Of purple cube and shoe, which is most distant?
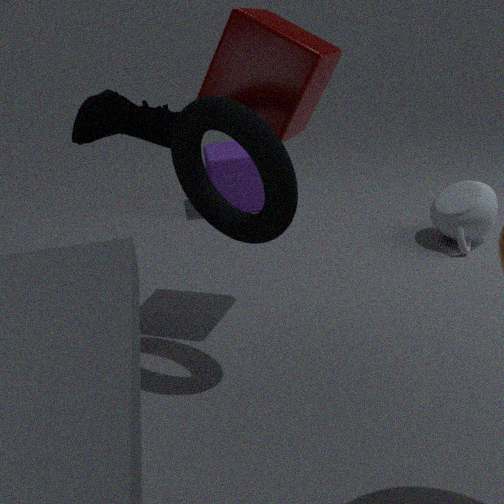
purple cube
